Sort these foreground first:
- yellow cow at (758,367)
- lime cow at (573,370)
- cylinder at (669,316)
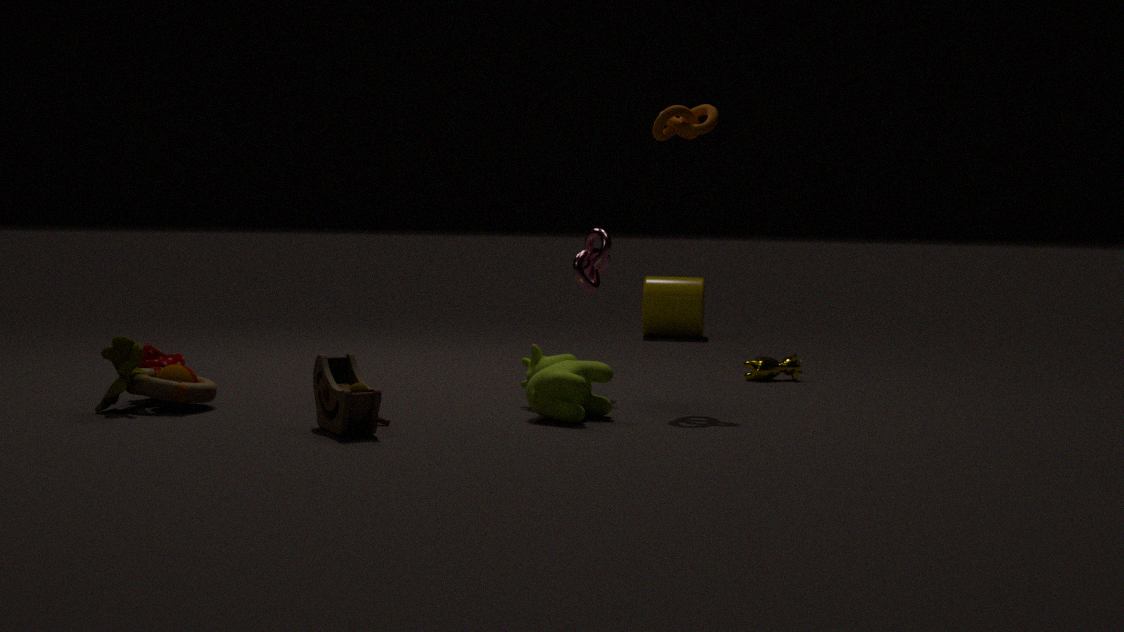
lime cow at (573,370), yellow cow at (758,367), cylinder at (669,316)
